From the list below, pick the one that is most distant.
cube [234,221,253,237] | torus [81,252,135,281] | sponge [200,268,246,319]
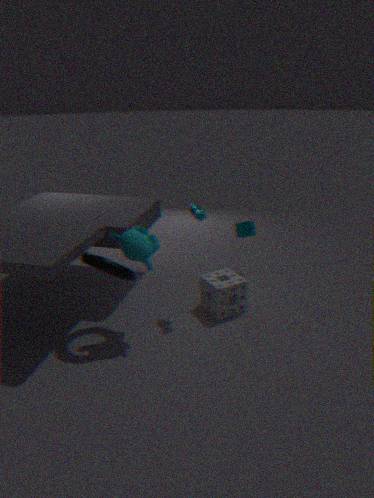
cube [234,221,253,237]
